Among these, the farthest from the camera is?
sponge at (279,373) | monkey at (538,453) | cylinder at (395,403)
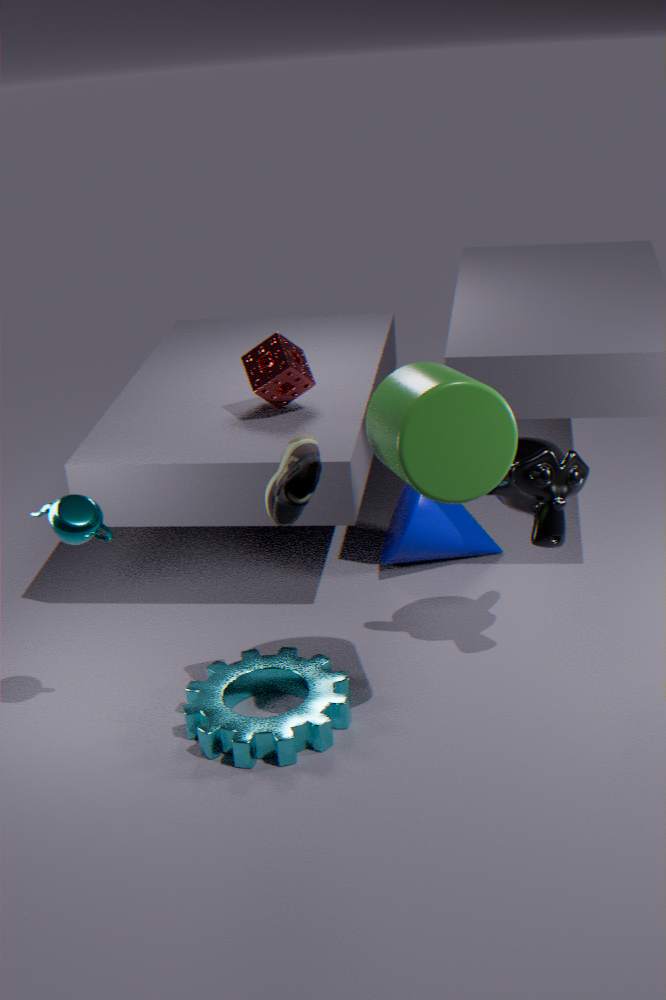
sponge at (279,373)
